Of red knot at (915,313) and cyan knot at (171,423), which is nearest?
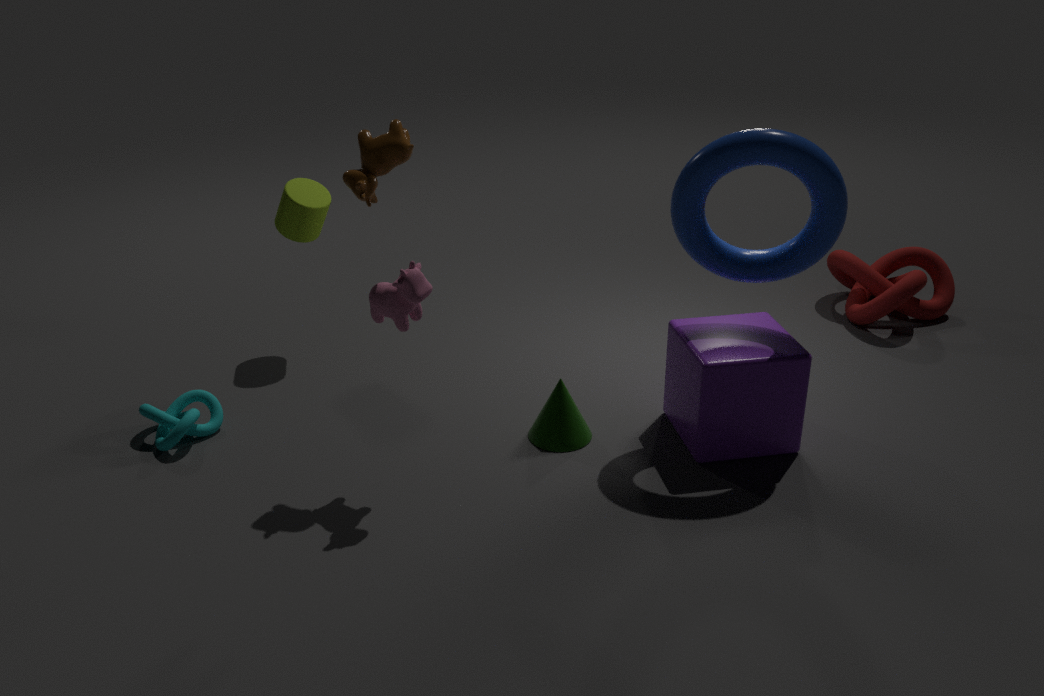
cyan knot at (171,423)
